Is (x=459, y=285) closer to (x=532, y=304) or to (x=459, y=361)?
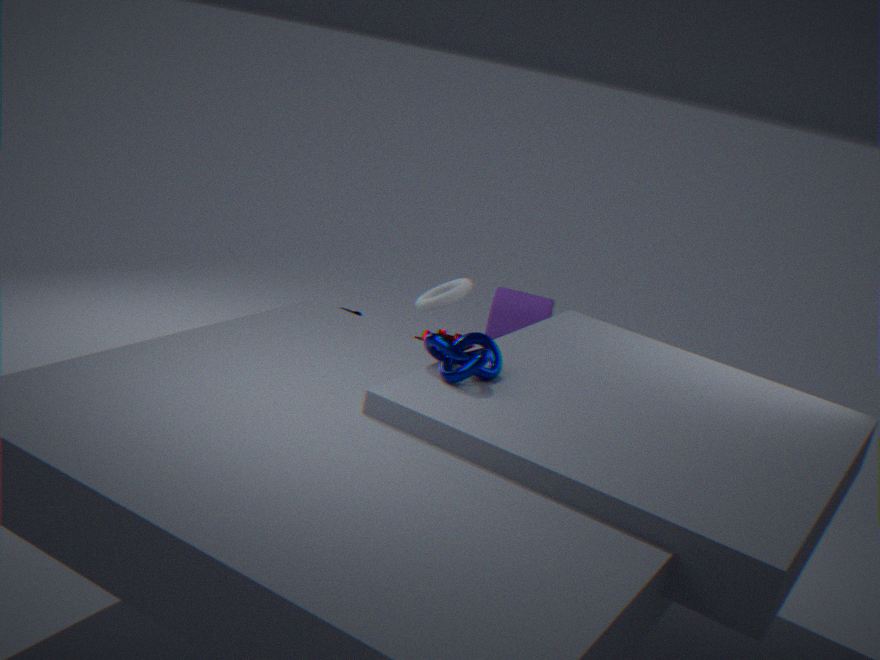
(x=459, y=361)
